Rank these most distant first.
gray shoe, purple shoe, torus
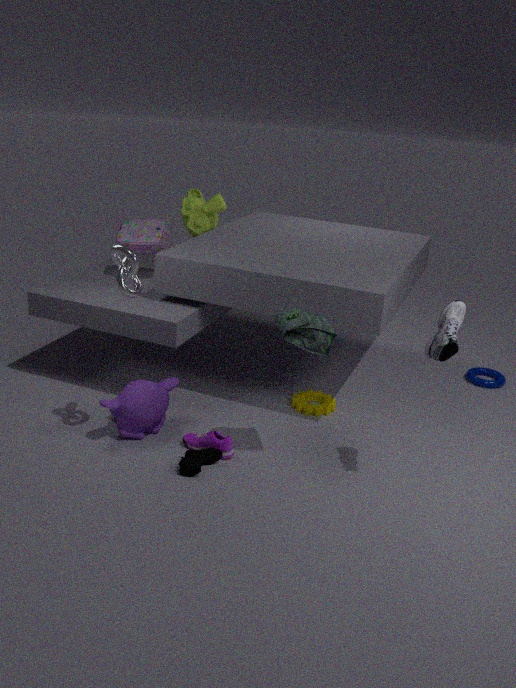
1. torus
2. purple shoe
3. gray shoe
